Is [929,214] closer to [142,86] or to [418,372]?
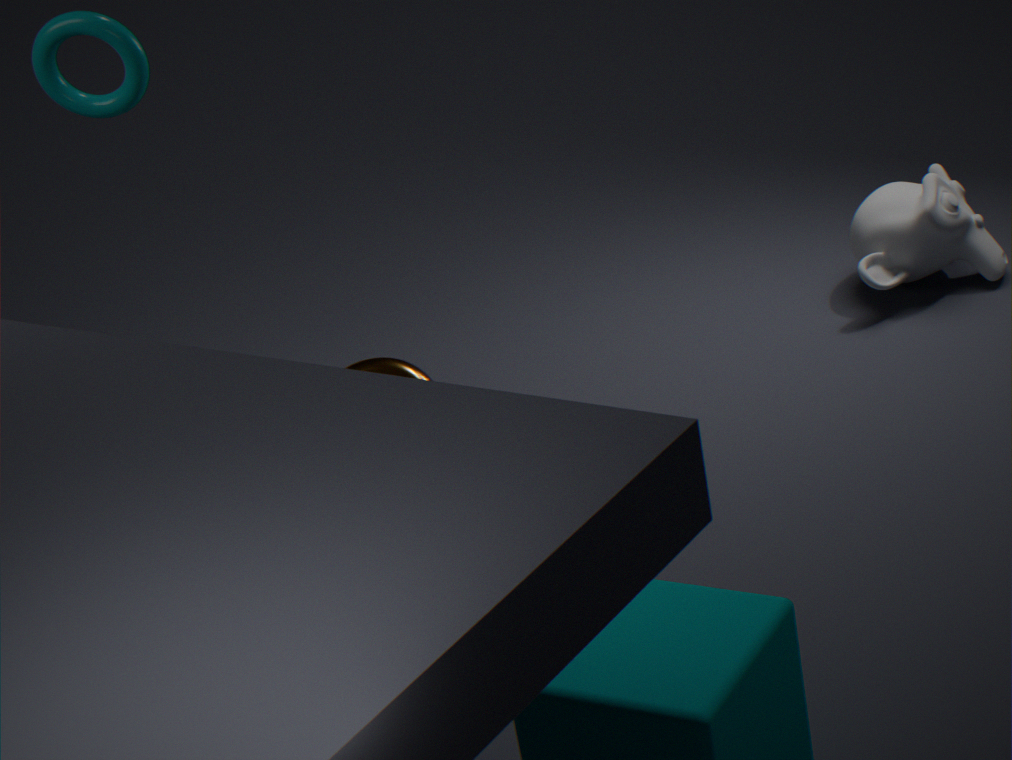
[418,372]
